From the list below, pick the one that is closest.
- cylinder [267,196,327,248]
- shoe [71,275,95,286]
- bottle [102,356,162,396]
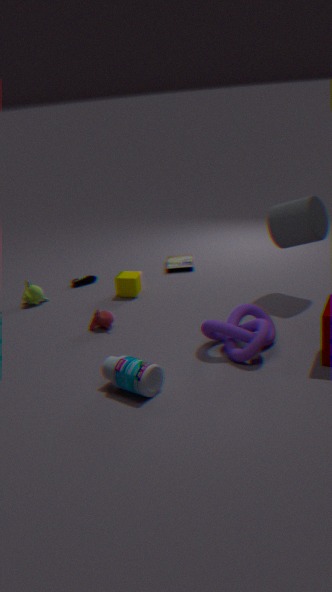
bottle [102,356,162,396]
